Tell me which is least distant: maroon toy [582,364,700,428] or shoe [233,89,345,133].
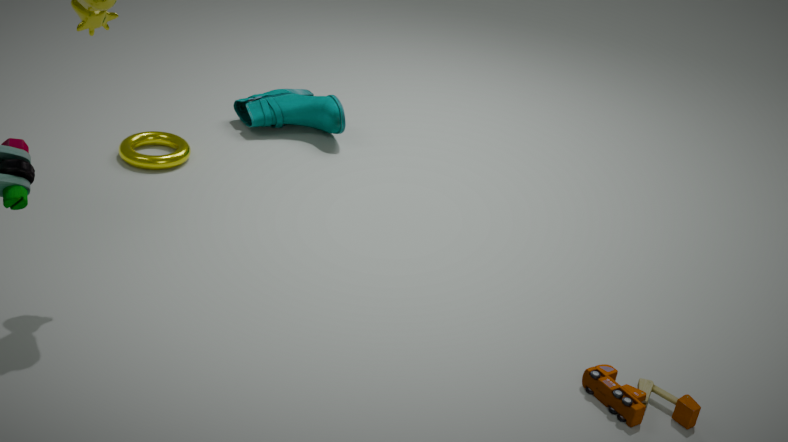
maroon toy [582,364,700,428]
